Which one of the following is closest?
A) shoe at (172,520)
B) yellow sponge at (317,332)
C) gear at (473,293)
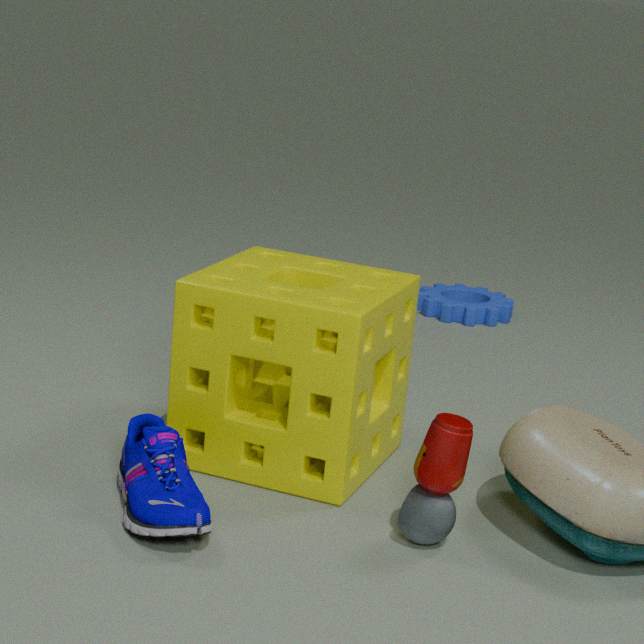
shoe at (172,520)
